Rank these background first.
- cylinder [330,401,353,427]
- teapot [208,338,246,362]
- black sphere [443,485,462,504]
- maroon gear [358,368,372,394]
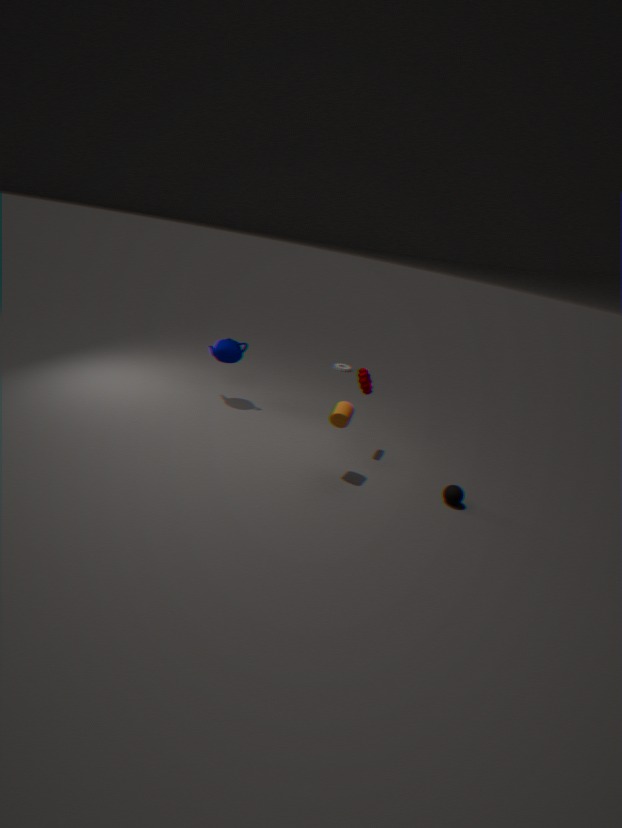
1. teapot [208,338,246,362]
2. maroon gear [358,368,372,394]
3. black sphere [443,485,462,504]
4. cylinder [330,401,353,427]
